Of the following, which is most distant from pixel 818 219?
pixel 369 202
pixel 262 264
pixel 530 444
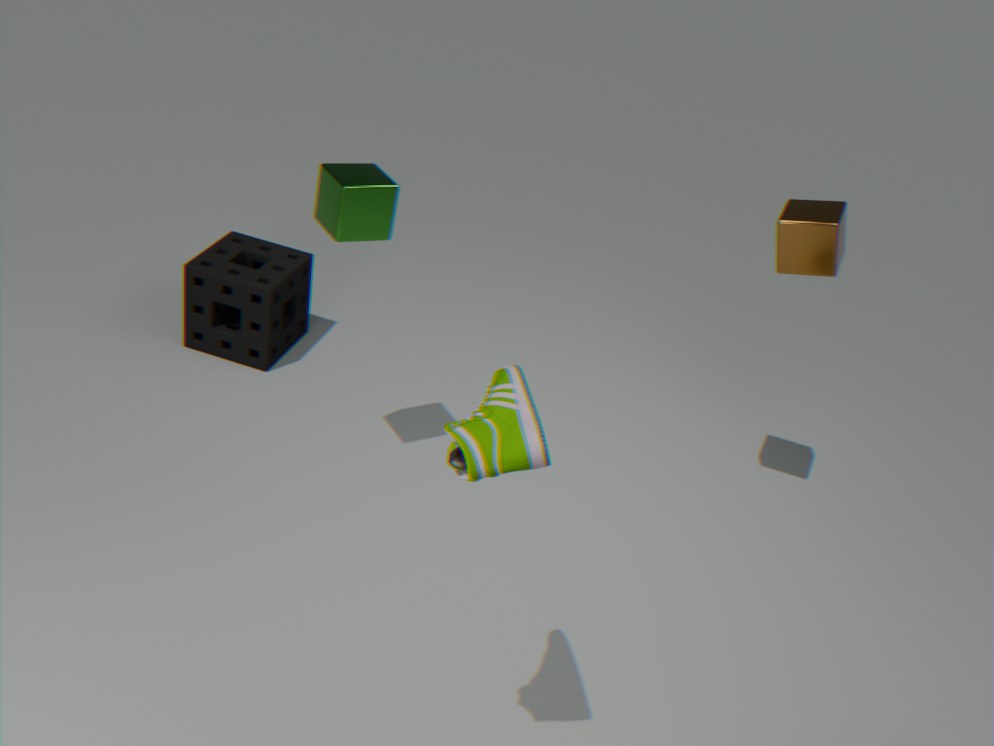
pixel 262 264
